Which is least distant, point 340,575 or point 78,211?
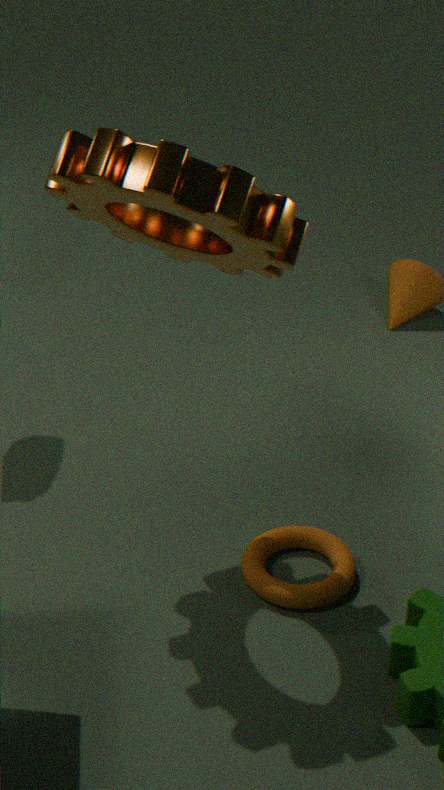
point 78,211
